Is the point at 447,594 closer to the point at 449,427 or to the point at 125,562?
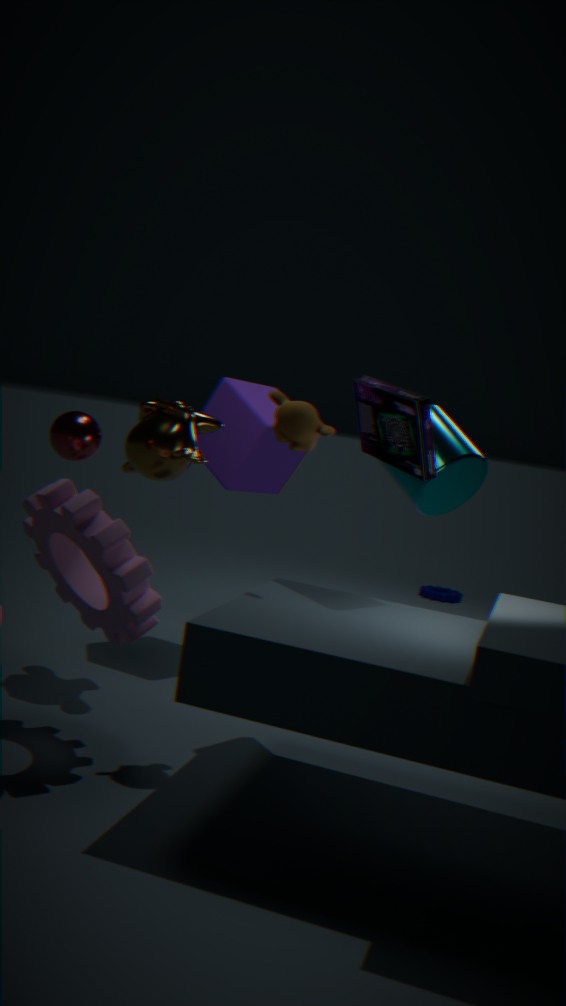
the point at 449,427
